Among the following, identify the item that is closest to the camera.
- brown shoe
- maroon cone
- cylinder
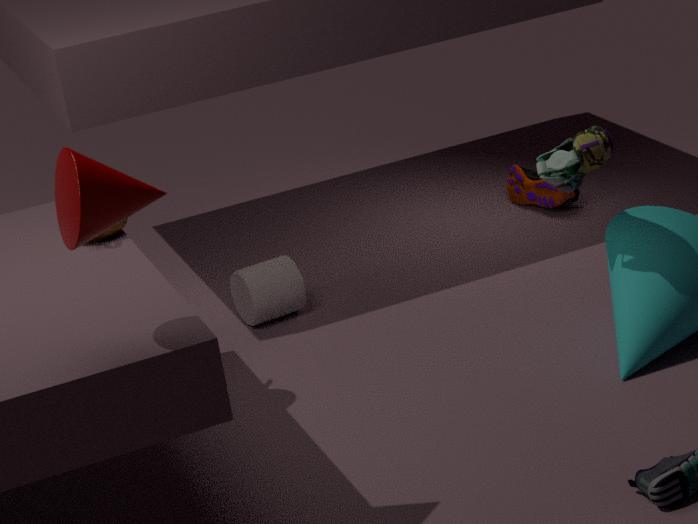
maroon cone
